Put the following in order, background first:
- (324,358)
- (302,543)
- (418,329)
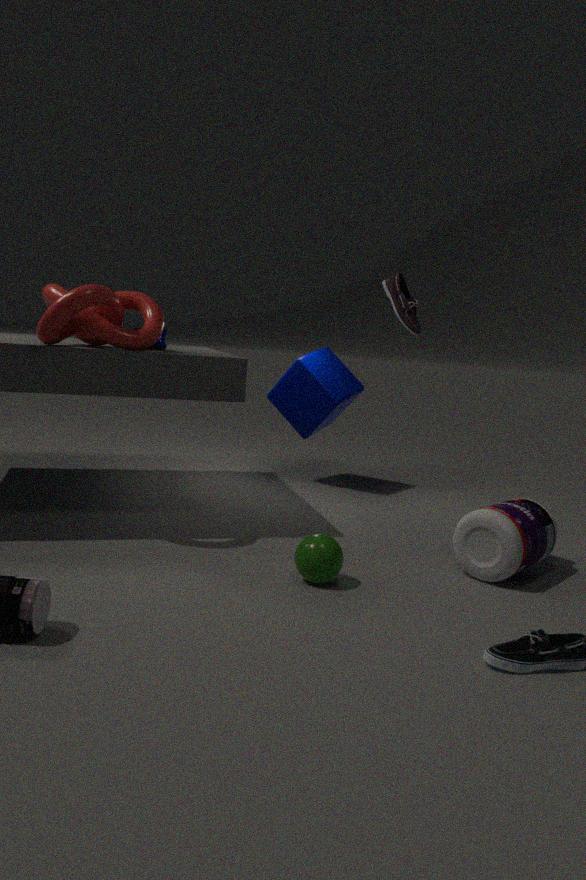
(324,358), (418,329), (302,543)
